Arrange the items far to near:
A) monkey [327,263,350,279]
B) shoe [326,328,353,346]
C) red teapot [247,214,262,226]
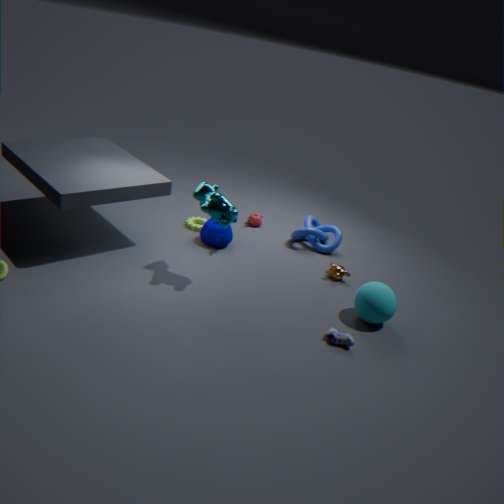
red teapot [247,214,262,226], monkey [327,263,350,279], shoe [326,328,353,346]
